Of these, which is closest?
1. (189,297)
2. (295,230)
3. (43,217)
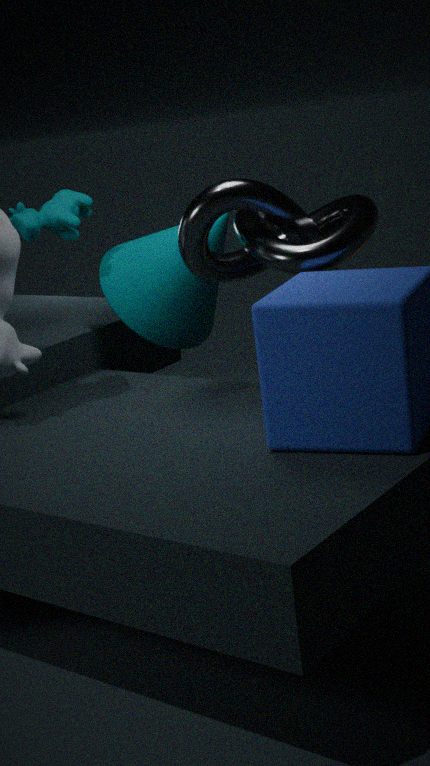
(295,230)
